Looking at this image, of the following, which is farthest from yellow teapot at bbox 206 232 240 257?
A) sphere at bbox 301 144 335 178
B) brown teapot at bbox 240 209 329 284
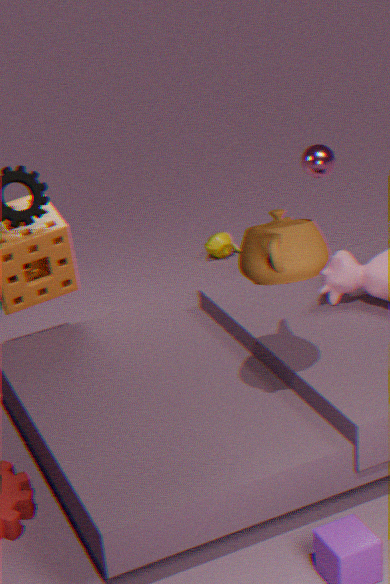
brown teapot at bbox 240 209 329 284
